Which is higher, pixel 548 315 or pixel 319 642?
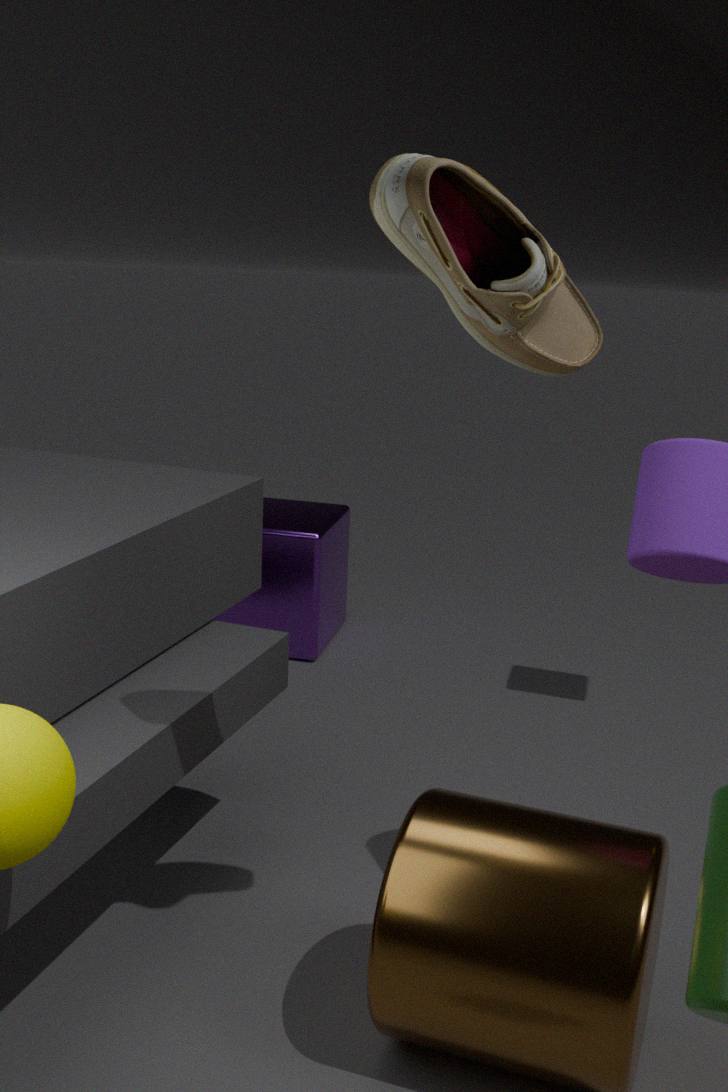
pixel 548 315
